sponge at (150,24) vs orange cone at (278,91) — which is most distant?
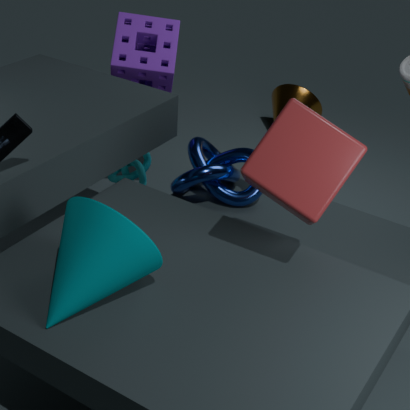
orange cone at (278,91)
